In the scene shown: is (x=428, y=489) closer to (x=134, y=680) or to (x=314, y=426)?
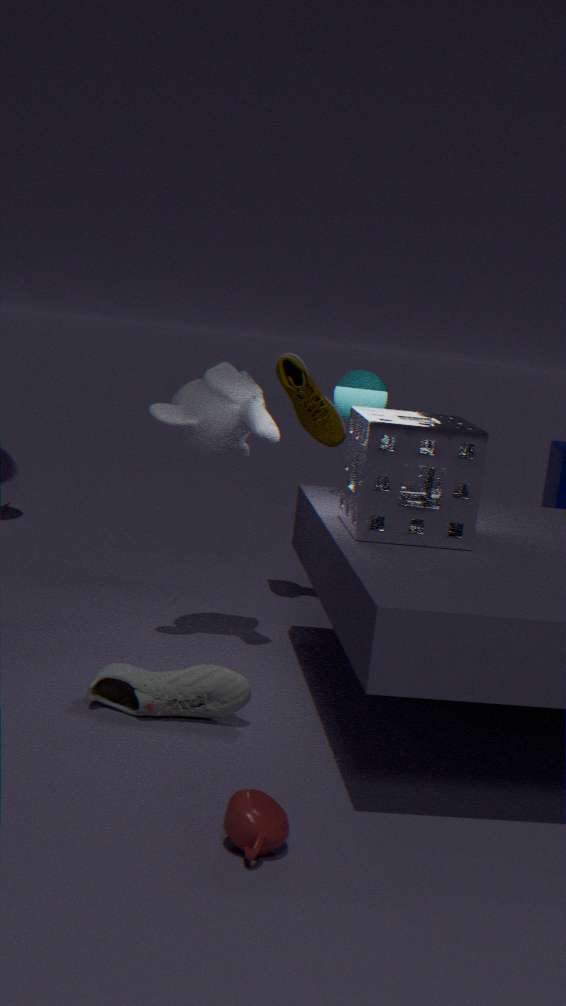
(x=134, y=680)
